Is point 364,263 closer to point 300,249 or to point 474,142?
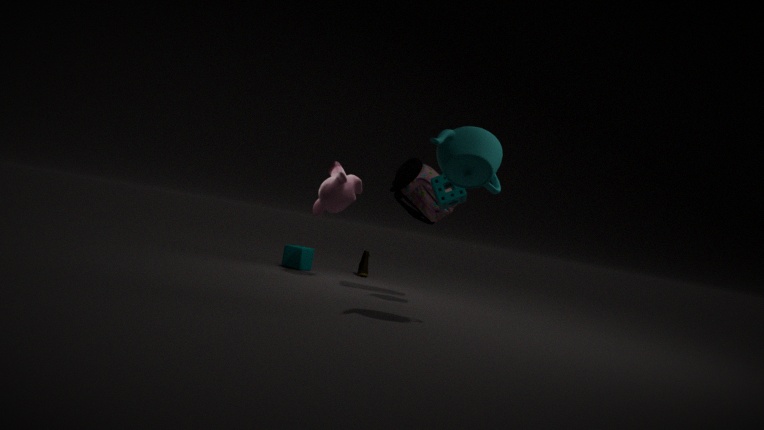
point 300,249
